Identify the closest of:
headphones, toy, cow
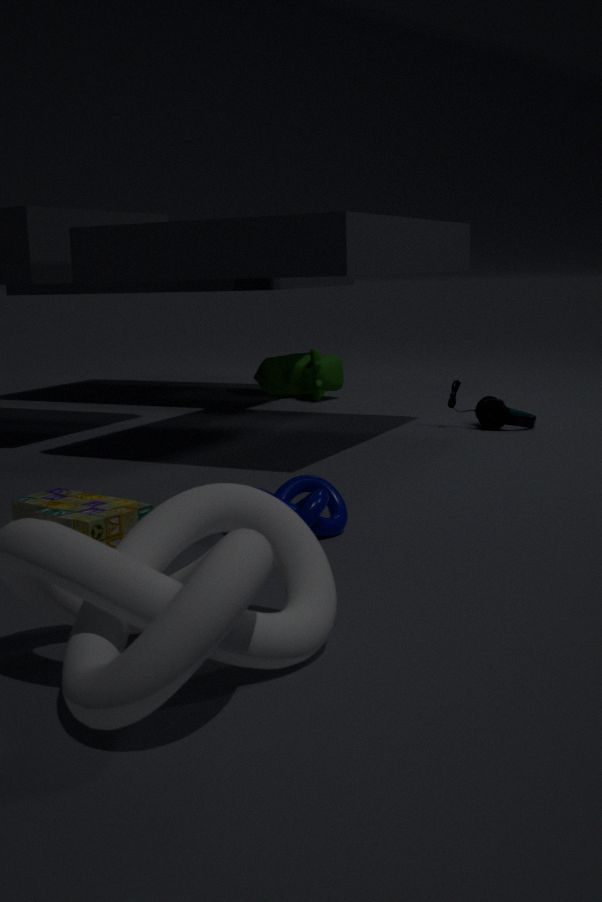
toy
